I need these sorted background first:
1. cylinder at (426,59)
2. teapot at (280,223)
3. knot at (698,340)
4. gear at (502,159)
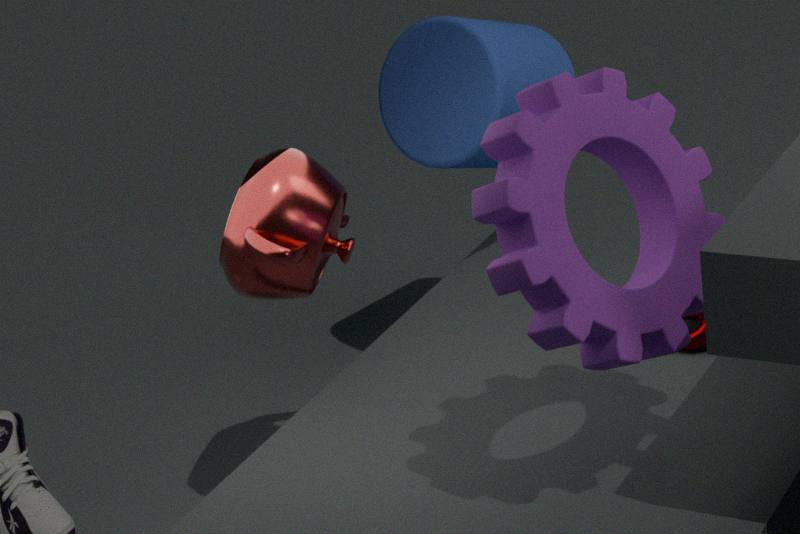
1. cylinder at (426,59)
2. knot at (698,340)
3. teapot at (280,223)
4. gear at (502,159)
